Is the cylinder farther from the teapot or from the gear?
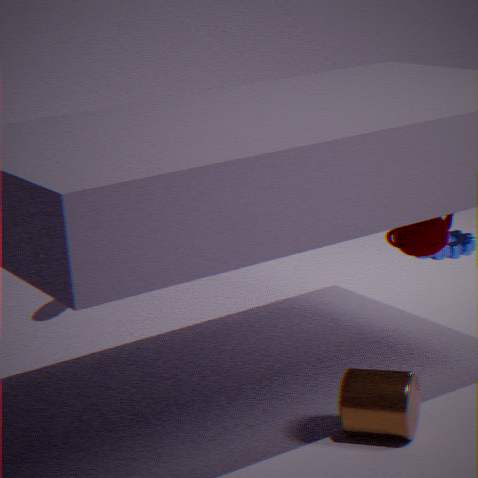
the gear
